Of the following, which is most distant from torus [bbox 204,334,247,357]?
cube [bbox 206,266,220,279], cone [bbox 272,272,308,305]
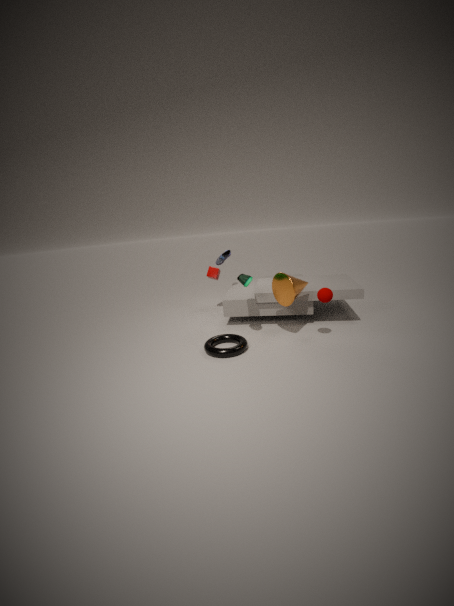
cube [bbox 206,266,220,279]
